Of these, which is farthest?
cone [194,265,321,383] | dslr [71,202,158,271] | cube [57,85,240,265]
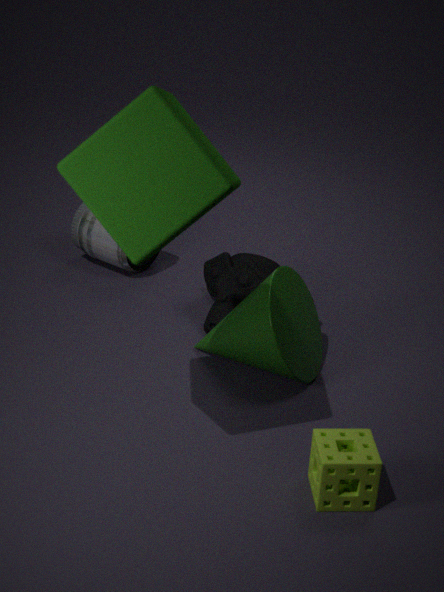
dslr [71,202,158,271]
